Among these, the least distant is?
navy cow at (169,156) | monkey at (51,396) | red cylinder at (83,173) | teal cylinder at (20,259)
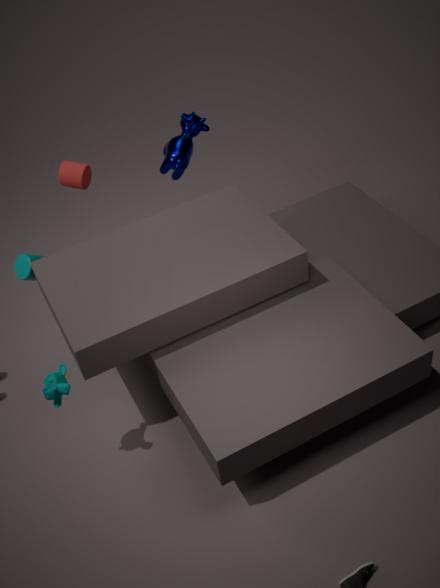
monkey at (51,396)
